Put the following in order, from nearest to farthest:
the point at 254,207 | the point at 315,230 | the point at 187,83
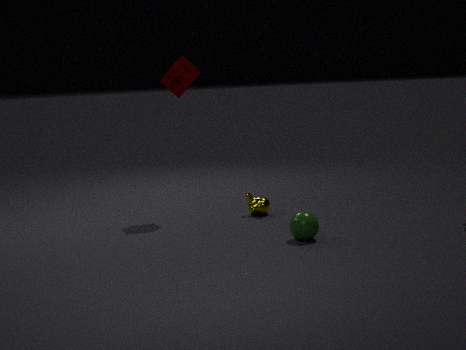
the point at 315,230, the point at 254,207, the point at 187,83
